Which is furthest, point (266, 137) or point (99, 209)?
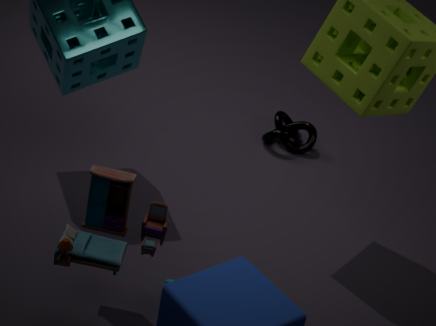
point (266, 137)
